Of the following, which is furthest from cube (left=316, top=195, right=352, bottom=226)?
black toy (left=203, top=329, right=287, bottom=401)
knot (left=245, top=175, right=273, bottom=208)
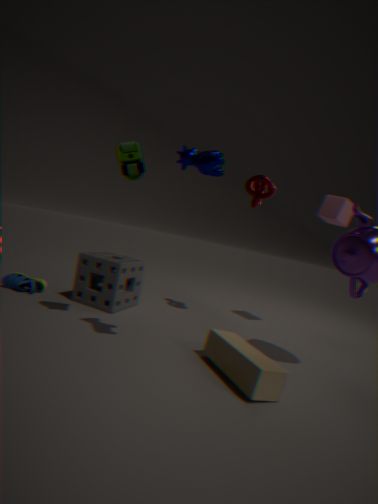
black toy (left=203, top=329, right=287, bottom=401)
